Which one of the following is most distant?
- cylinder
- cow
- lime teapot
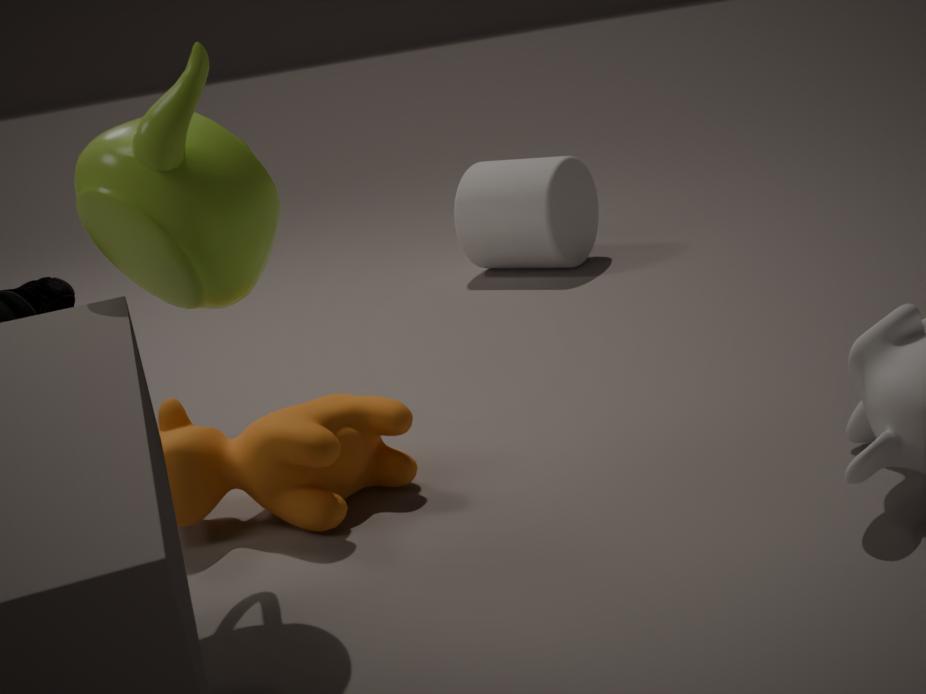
cylinder
